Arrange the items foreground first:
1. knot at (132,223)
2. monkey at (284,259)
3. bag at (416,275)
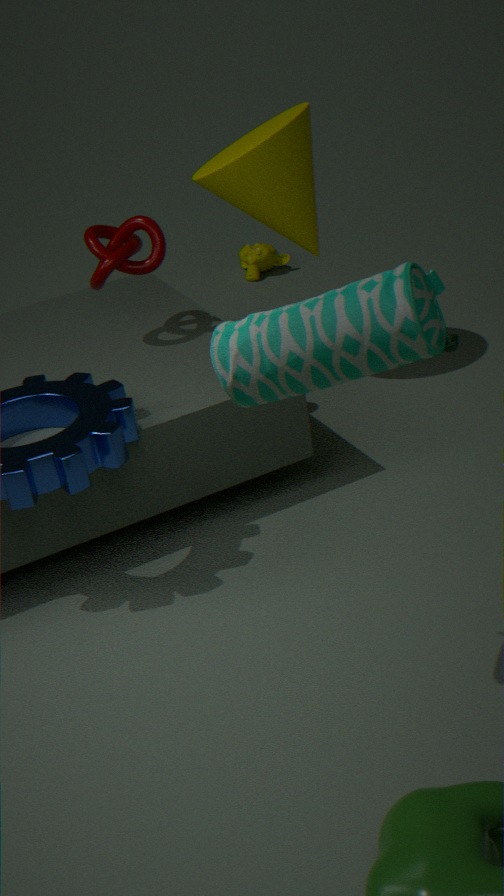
bag at (416,275) → knot at (132,223) → monkey at (284,259)
